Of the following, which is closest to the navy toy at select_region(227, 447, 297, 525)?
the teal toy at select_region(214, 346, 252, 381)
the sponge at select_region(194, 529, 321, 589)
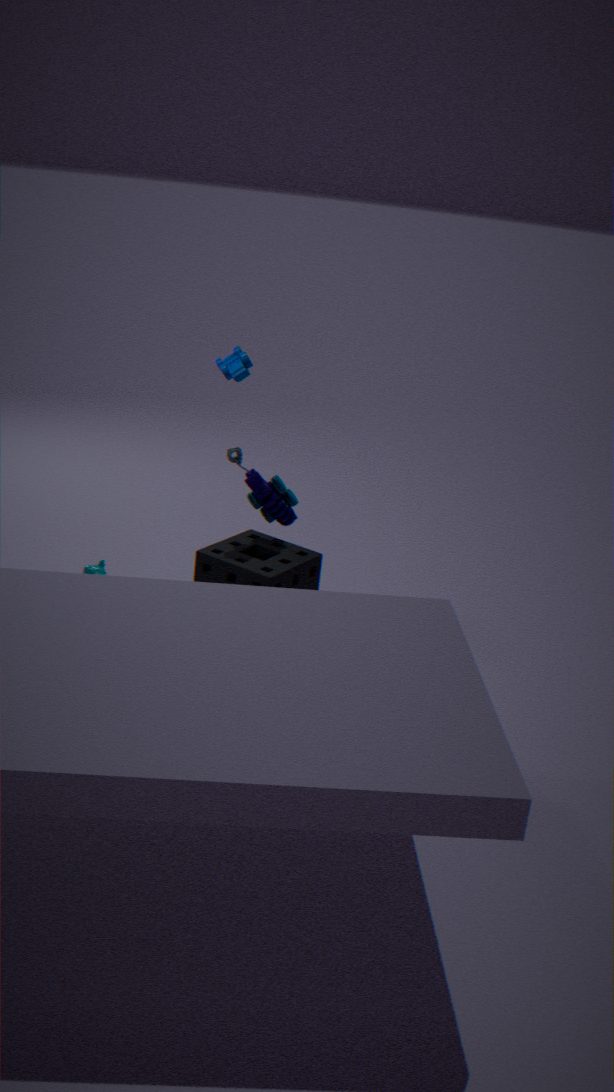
the sponge at select_region(194, 529, 321, 589)
